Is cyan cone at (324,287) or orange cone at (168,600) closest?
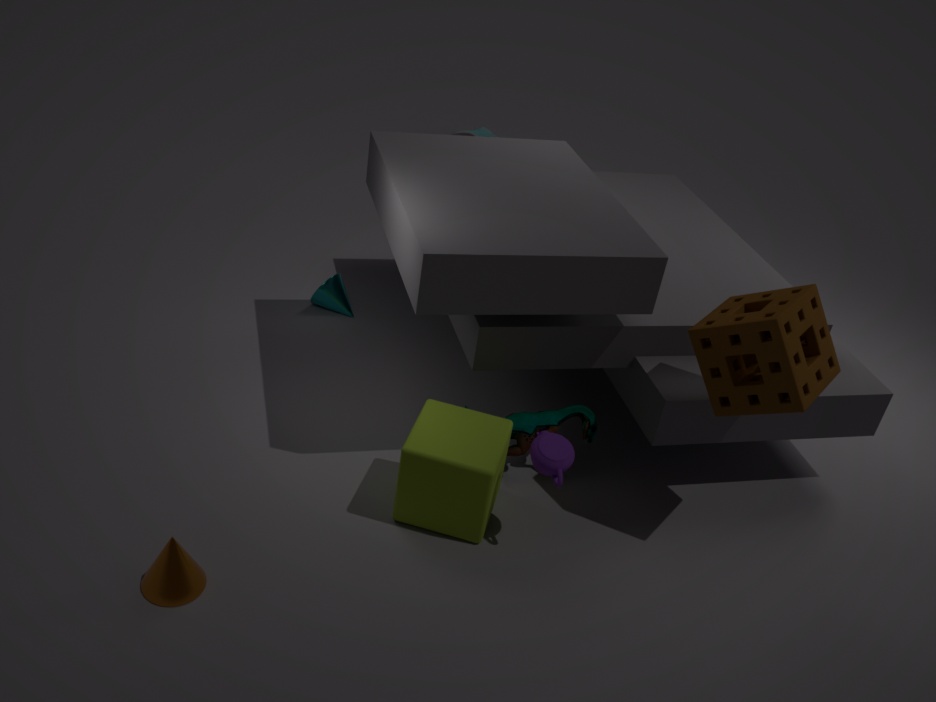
orange cone at (168,600)
